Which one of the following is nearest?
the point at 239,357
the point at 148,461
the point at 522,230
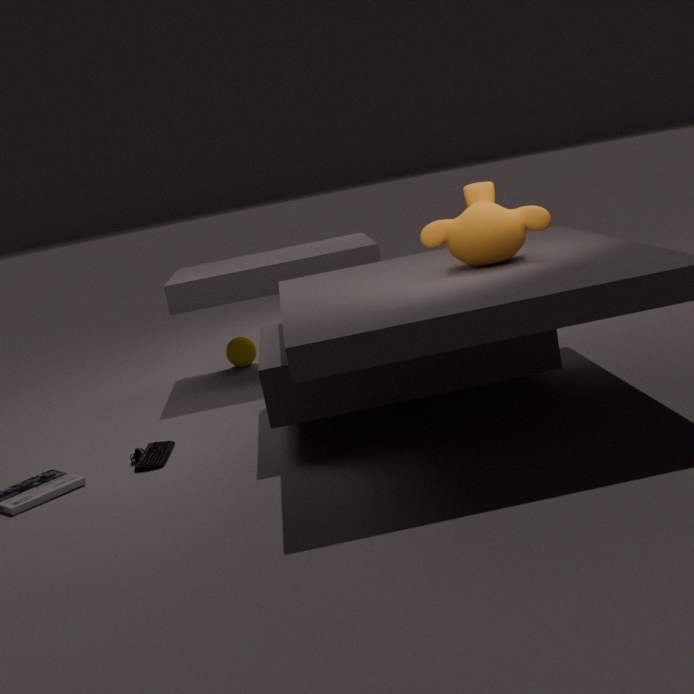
the point at 522,230
